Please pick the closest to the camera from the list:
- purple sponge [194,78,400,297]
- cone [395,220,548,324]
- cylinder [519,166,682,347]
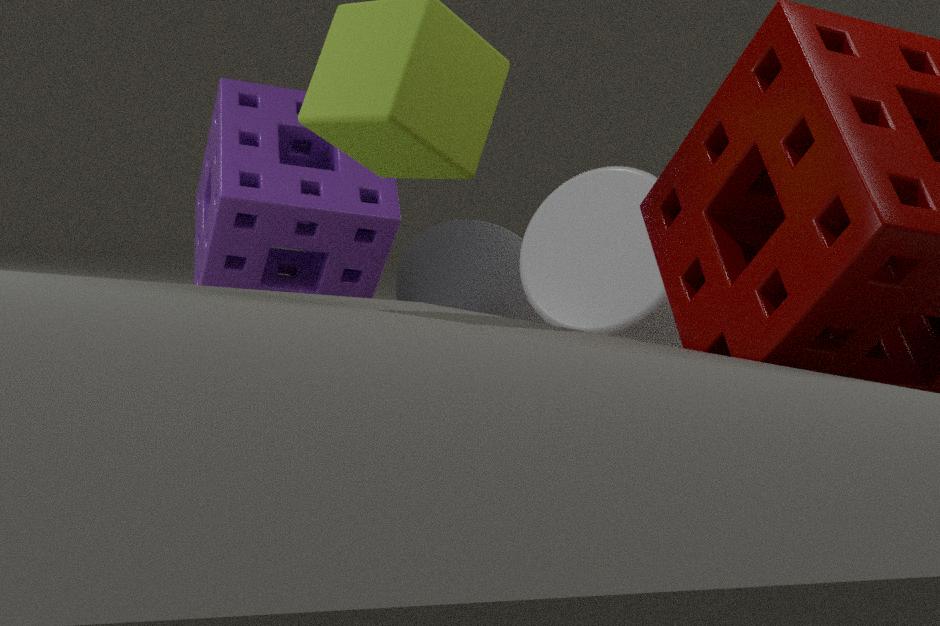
cylinder [519,166,682,347]
